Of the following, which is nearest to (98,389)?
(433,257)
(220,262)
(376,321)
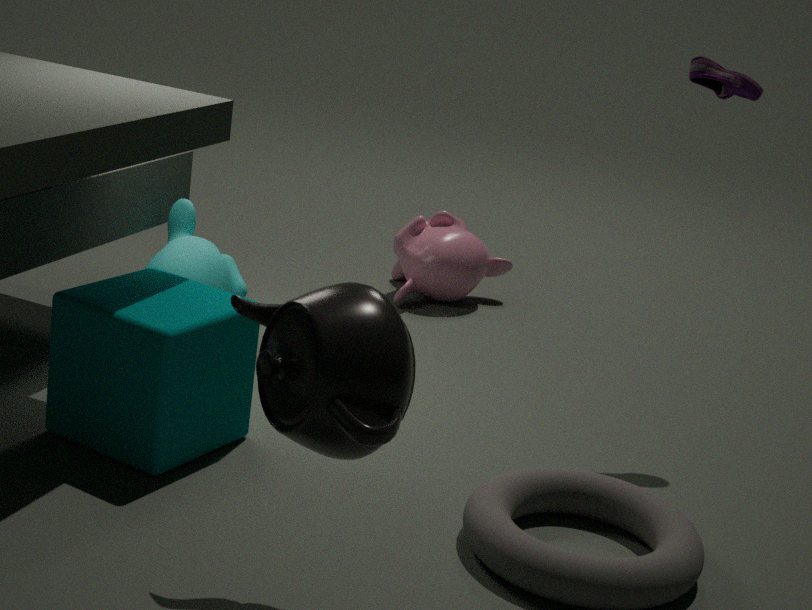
(220,262)
